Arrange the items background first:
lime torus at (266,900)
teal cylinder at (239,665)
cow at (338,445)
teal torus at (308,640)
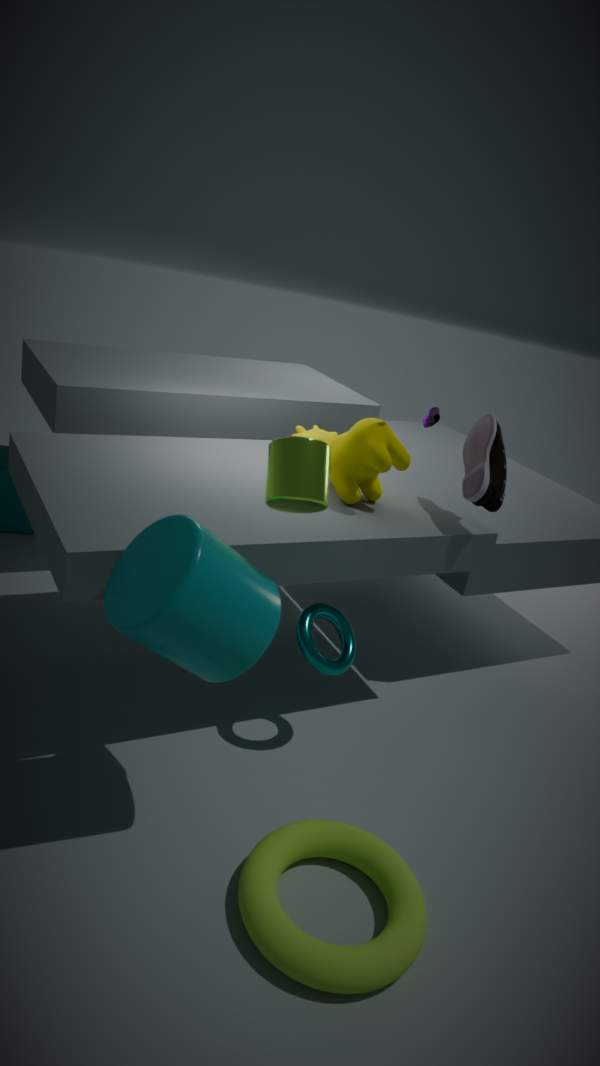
1. cow at (338,445)
2. teal torus at (308,640)
3. teal cylinder at (239,665)
4. lime torus at (266,900)
